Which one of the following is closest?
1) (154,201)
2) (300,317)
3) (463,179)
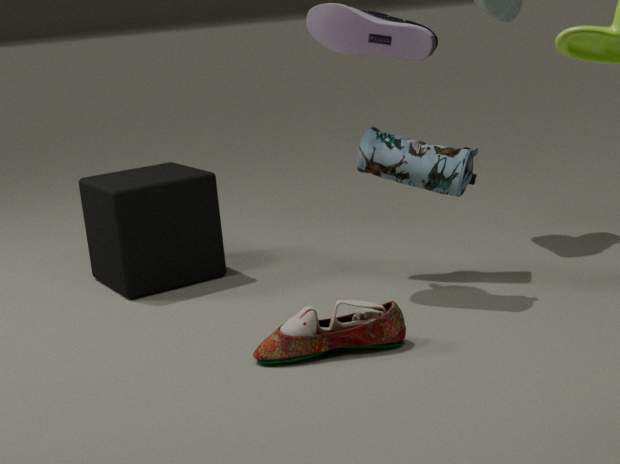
2. (300,317)
